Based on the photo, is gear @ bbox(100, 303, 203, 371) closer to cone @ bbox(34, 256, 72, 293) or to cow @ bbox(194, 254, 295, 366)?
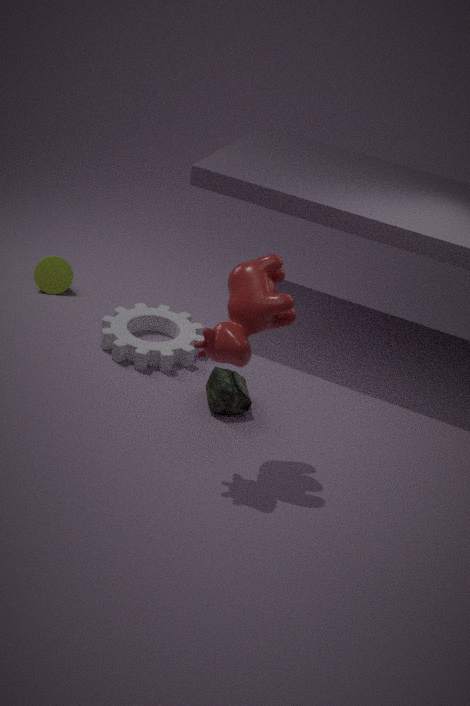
cone @ bbox(34, 256, 72, 293)
